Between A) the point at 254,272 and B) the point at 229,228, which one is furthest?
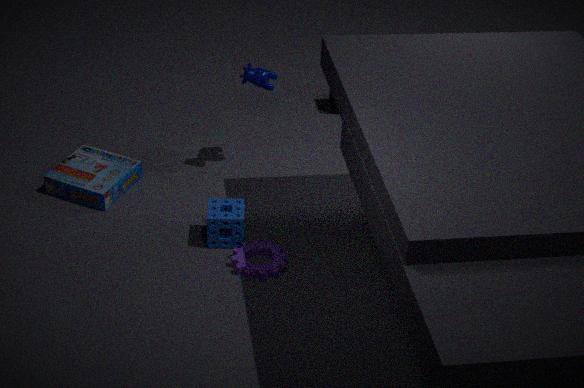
B. the point at 229,228
